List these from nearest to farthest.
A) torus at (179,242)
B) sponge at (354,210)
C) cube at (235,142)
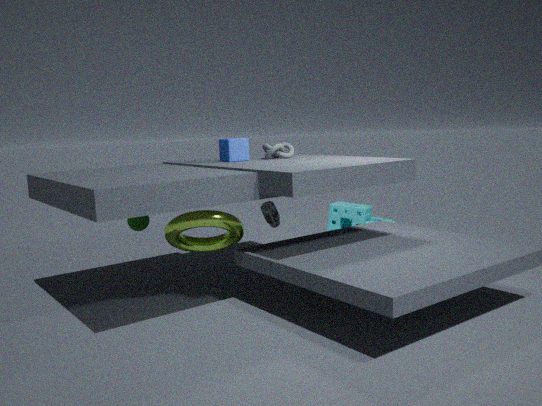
torus at (179,242) < cube at (235,142) < sponge at (354,210)
